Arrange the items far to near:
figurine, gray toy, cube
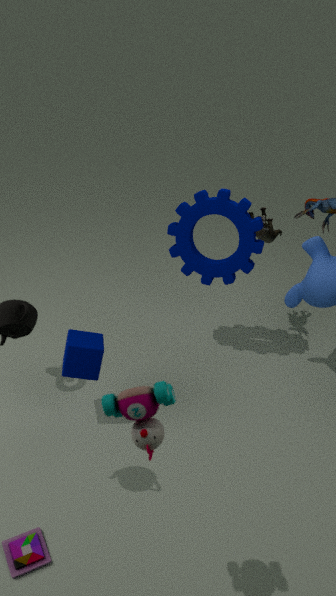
figurine
cube
gray toy
